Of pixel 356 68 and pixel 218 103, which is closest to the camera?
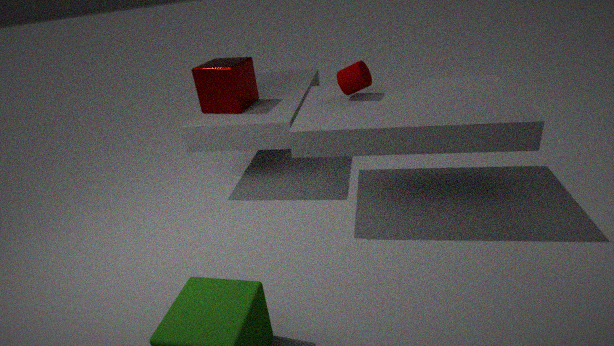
pixel 356 68
